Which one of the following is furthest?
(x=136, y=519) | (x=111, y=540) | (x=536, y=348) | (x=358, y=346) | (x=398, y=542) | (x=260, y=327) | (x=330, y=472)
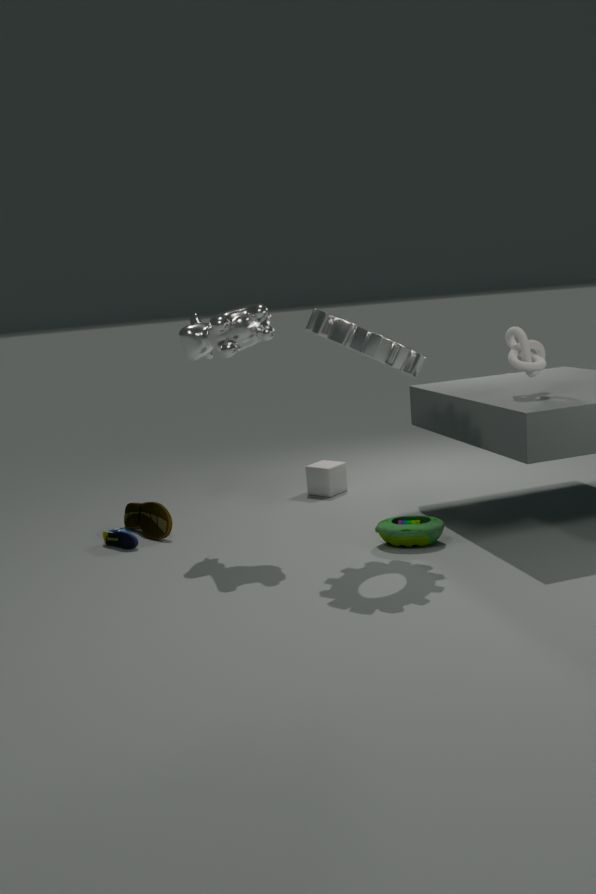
(x=330, y=472)
